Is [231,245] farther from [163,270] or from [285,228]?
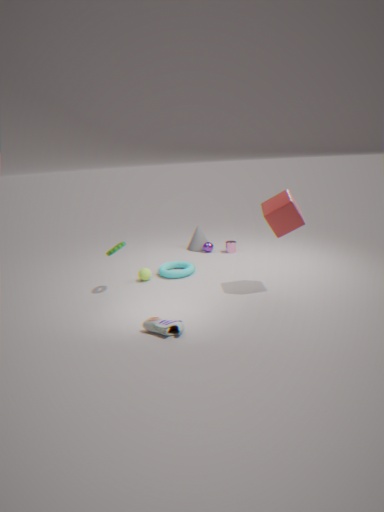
[285,228]
